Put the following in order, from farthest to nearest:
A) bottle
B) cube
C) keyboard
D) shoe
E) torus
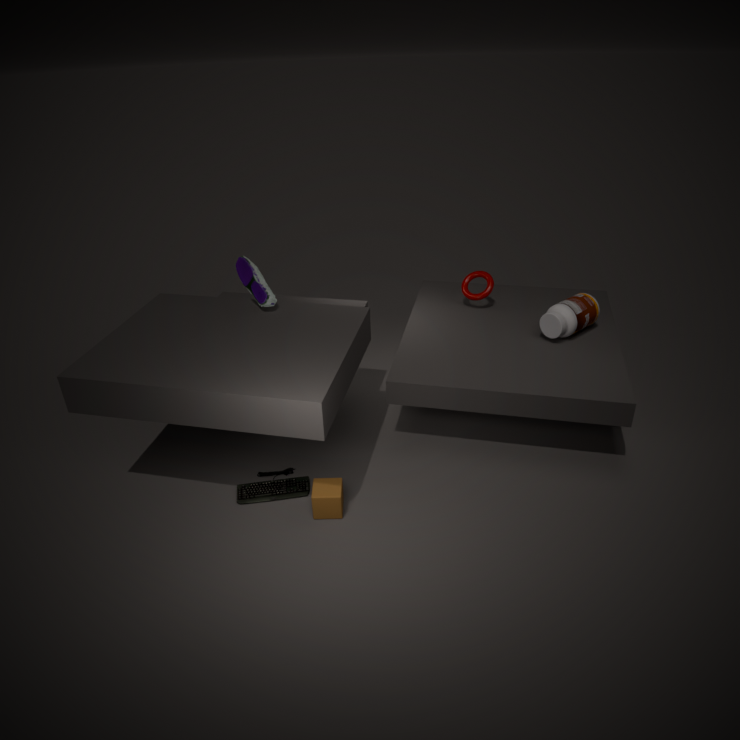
torus → bottle → shoe → keyboard → cube
